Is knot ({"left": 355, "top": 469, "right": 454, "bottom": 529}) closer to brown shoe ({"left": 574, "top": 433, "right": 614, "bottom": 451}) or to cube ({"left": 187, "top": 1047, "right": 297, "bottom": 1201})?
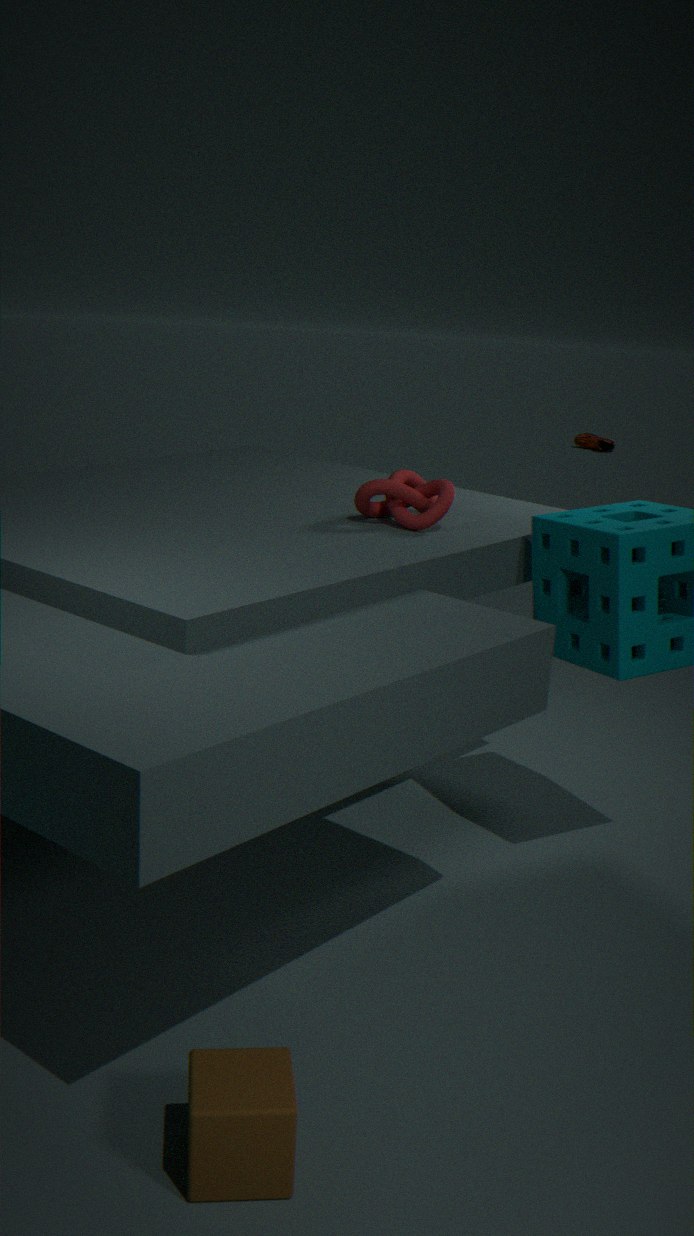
cube ({"left": 187, "top": 1047, "right": 297, "bottom": 1201})
